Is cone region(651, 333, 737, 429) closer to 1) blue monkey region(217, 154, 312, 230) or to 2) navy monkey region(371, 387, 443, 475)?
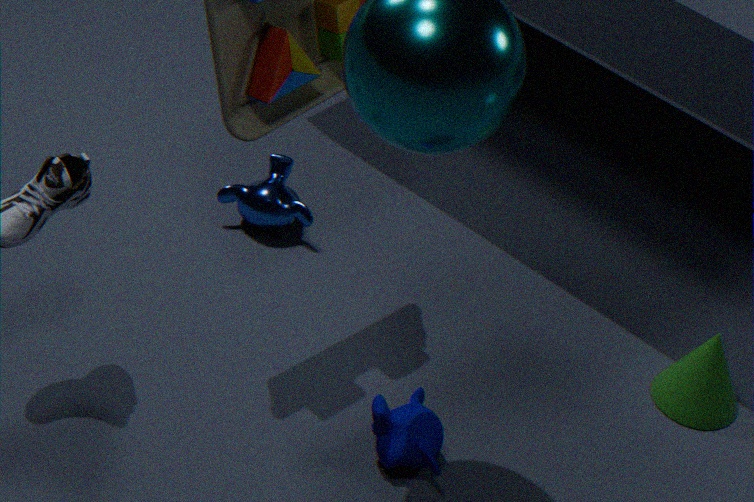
2) navy monkey region(371, 387, 443, 475)
